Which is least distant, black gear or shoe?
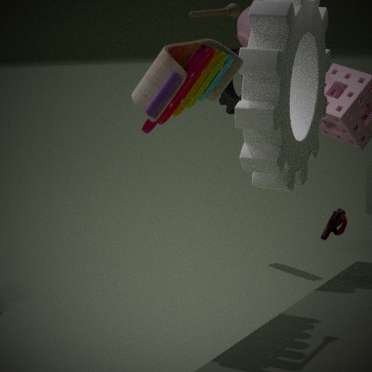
shoe
